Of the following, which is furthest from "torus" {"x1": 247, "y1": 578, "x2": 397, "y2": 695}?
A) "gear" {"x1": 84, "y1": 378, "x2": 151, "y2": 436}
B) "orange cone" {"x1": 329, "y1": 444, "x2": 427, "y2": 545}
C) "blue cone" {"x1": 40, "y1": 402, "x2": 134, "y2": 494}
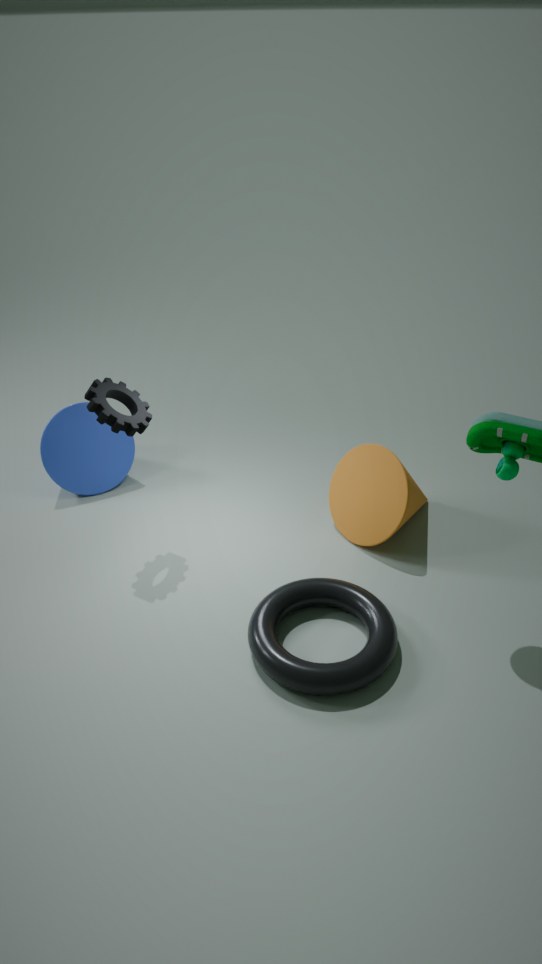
"blue cone" {"x1": 40, "y1": 402, "x2": 134, "y2": 494}
